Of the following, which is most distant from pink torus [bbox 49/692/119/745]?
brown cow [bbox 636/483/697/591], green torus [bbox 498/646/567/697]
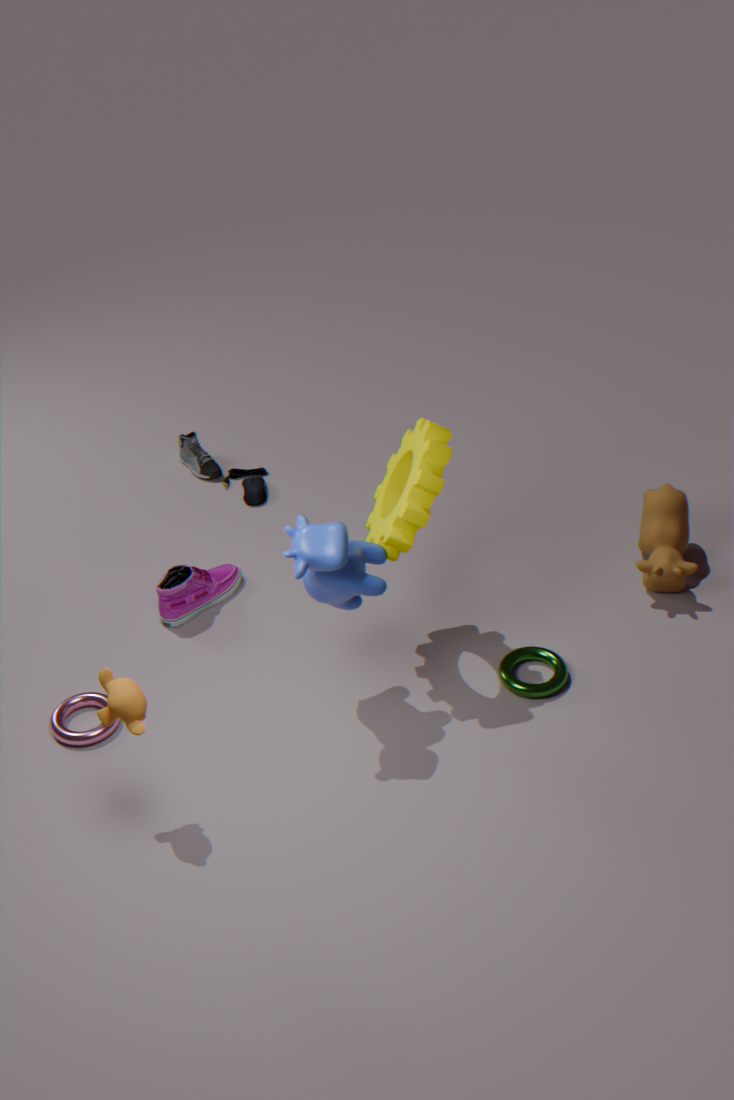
brown cow [bbox 636/483/697/591]
